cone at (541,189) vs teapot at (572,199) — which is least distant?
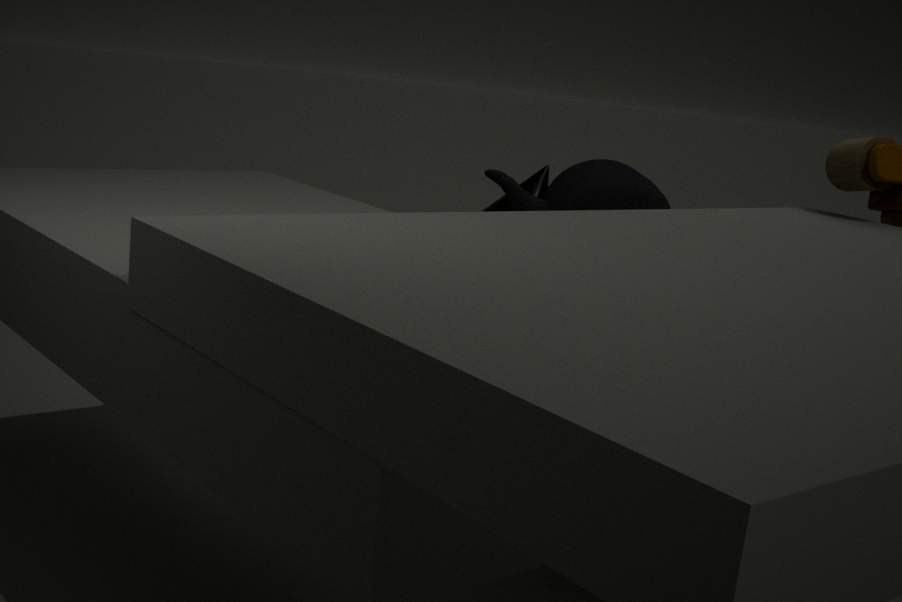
teapot at (572,199)
